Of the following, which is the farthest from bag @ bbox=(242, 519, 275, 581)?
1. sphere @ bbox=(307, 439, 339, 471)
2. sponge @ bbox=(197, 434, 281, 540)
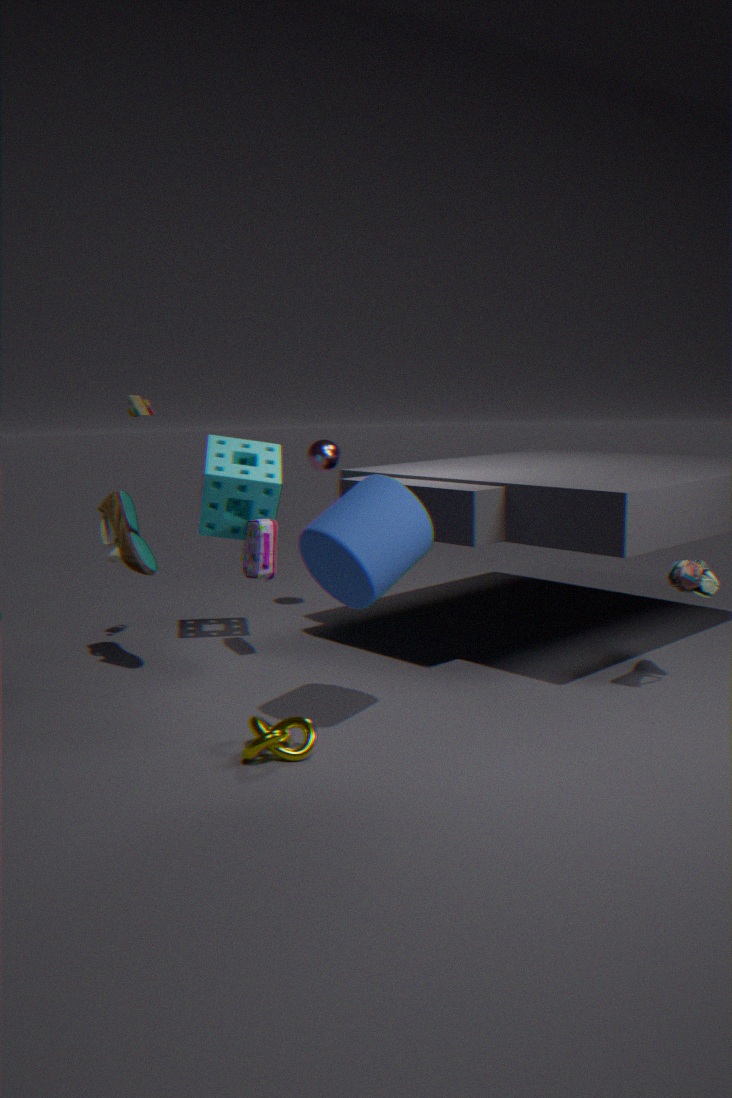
sphere @ bbox=(307, 439, 339, 471)
